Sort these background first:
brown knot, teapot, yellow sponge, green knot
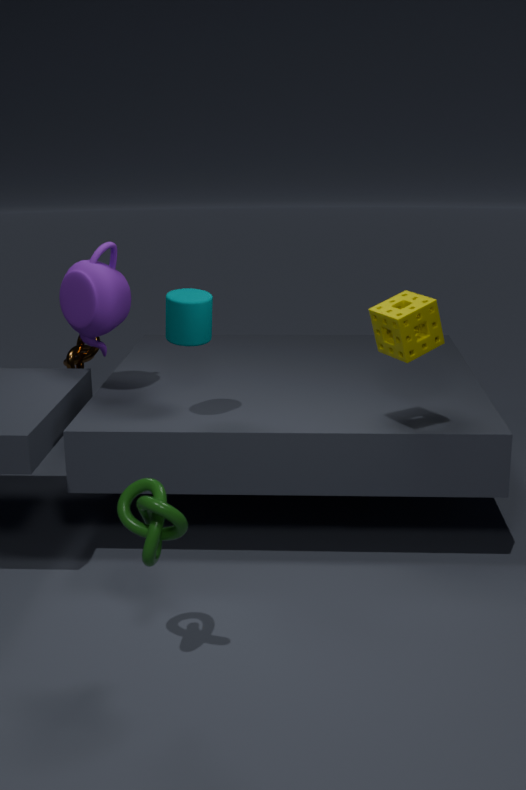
brown knot
teapot
yellow sponge
green knot
